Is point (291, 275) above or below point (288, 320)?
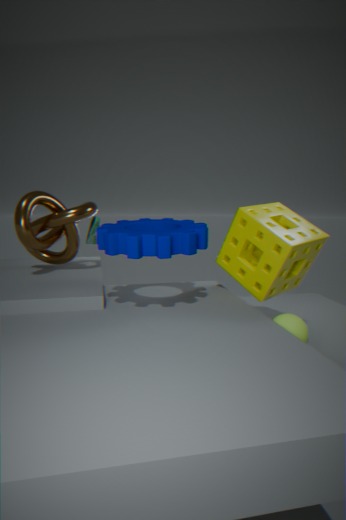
above
